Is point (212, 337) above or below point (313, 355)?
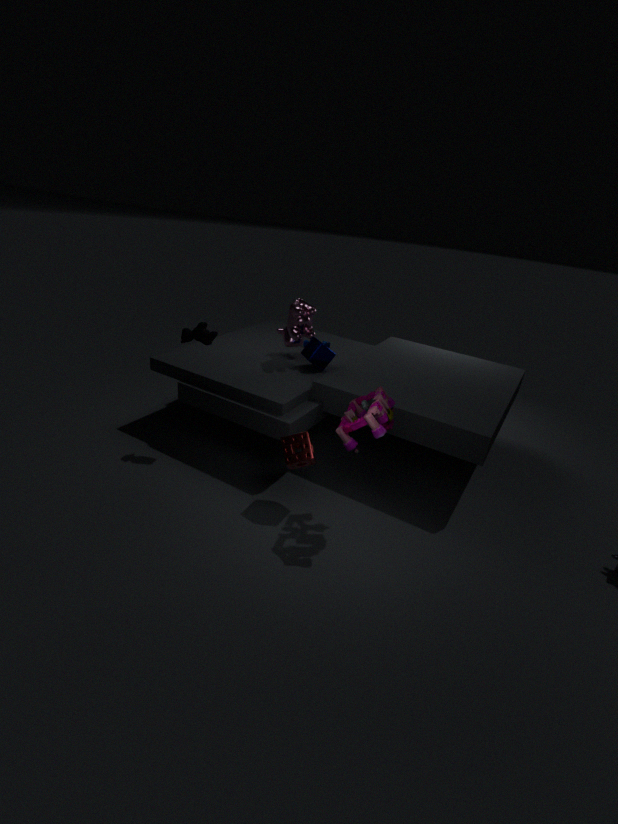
above
